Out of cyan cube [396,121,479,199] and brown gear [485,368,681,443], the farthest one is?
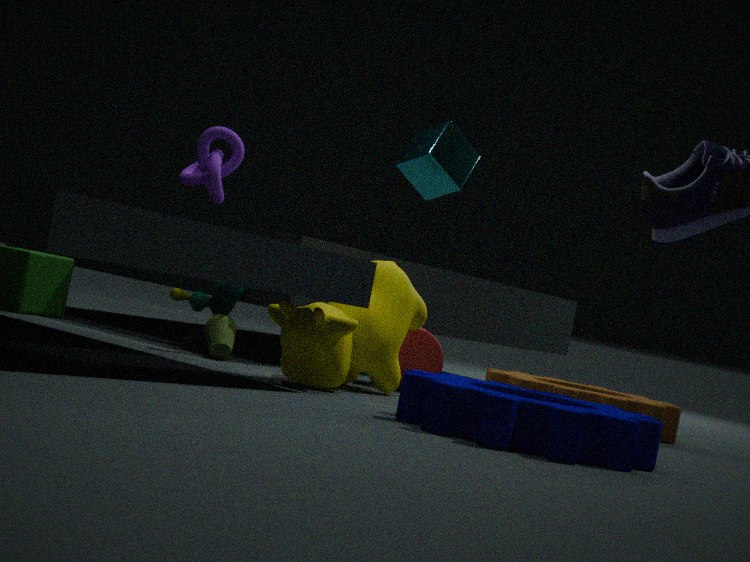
cyan cube [396,121,479,199]
